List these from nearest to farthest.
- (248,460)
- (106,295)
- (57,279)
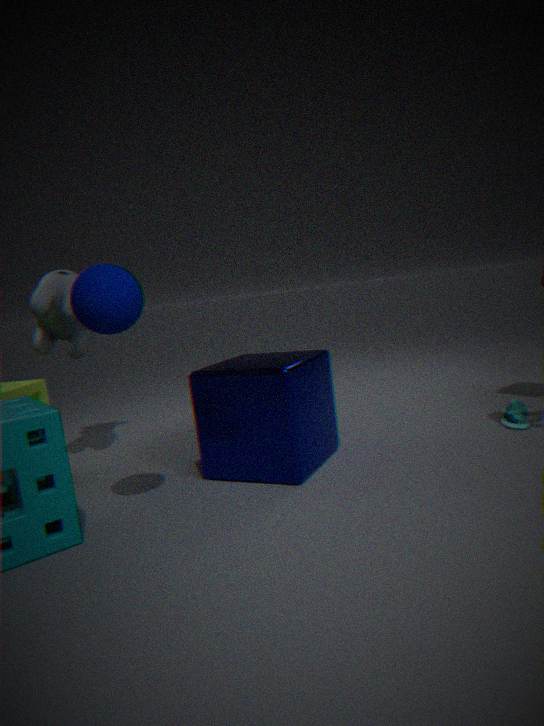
1. (106,295)
2. (248,460)
3. (57,279)
